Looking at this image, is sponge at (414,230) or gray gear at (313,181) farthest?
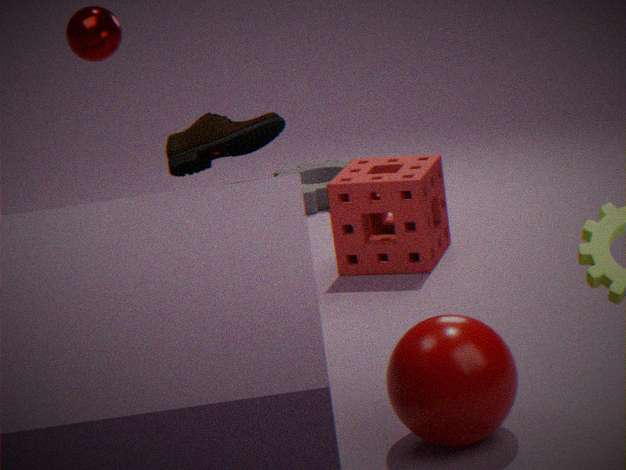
gray gear at (313,181)
